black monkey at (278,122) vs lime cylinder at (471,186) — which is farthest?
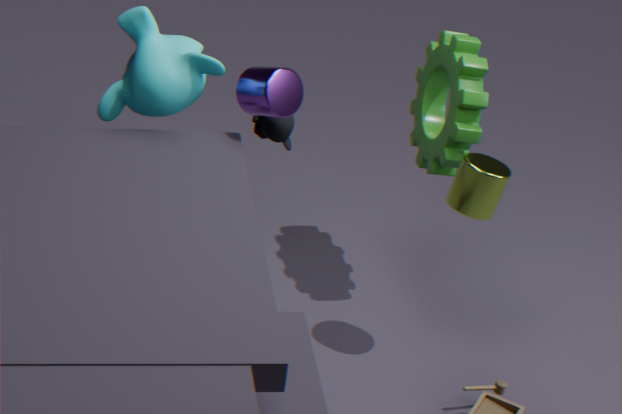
black monkey at (278,122)
